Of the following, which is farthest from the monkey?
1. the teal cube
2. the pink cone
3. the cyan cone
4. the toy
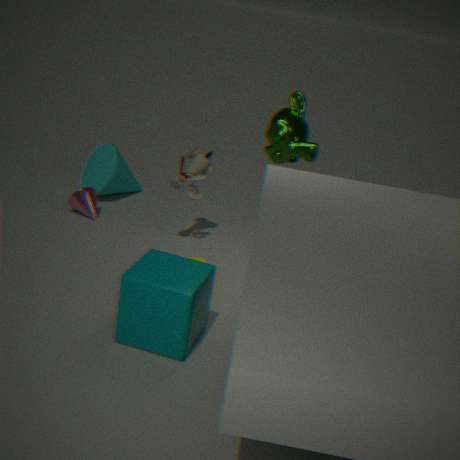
the pink cone
